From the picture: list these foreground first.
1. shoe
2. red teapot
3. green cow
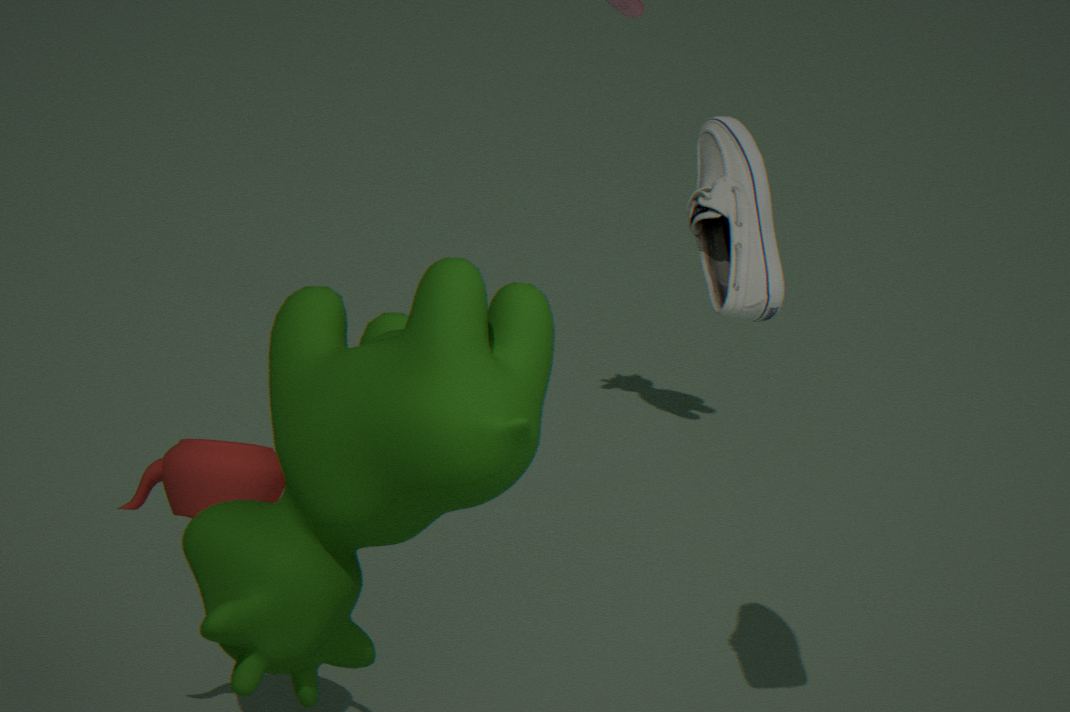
green cow < red teapot < shoe
